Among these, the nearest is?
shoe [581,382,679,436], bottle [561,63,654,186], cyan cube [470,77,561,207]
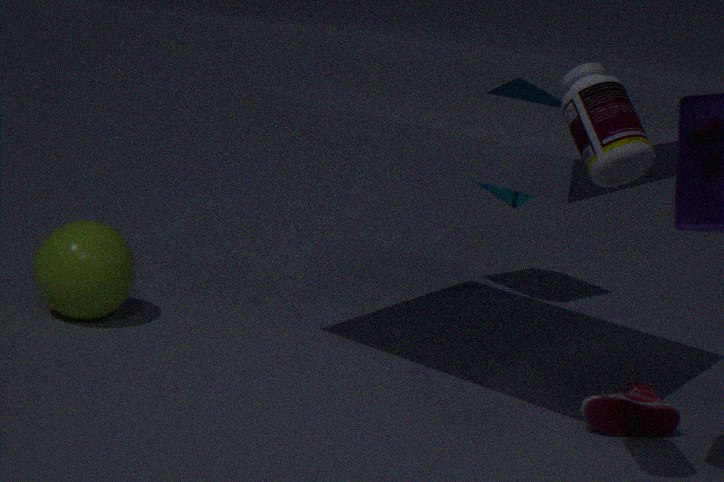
bottle [561,63,654,186]
